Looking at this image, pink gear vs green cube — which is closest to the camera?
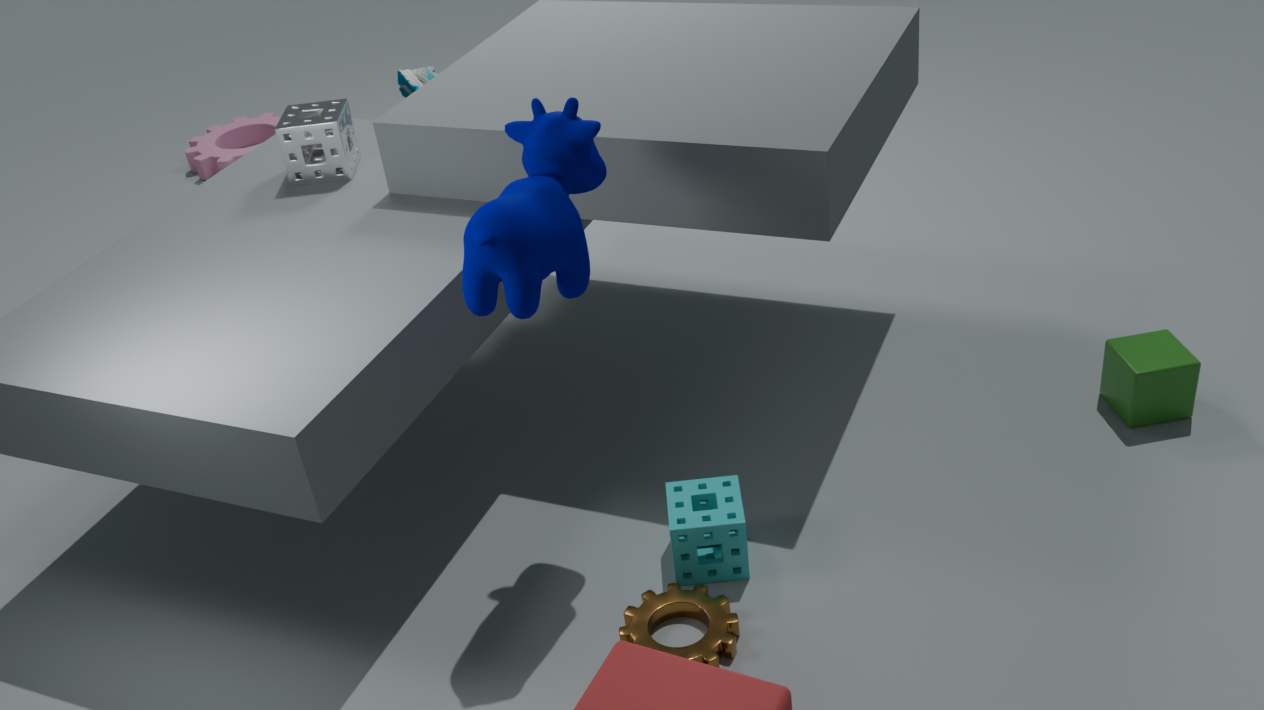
green cube
